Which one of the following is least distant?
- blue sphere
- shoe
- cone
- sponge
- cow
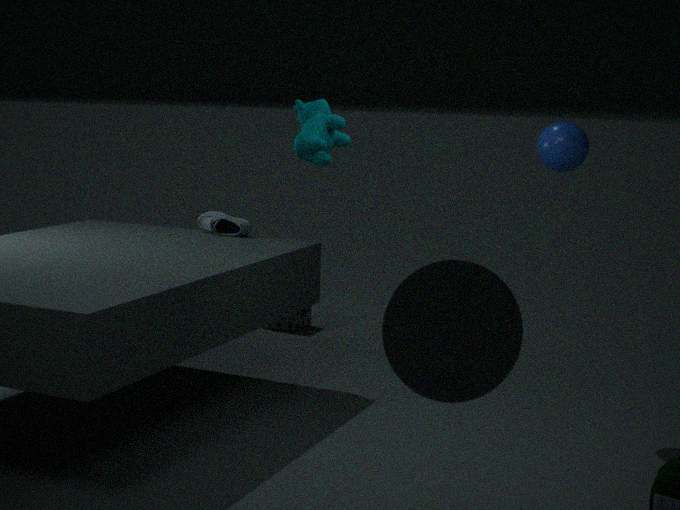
cone
